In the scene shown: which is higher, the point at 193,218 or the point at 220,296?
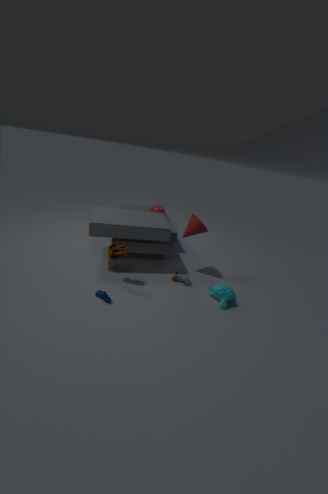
the point at 193,218
